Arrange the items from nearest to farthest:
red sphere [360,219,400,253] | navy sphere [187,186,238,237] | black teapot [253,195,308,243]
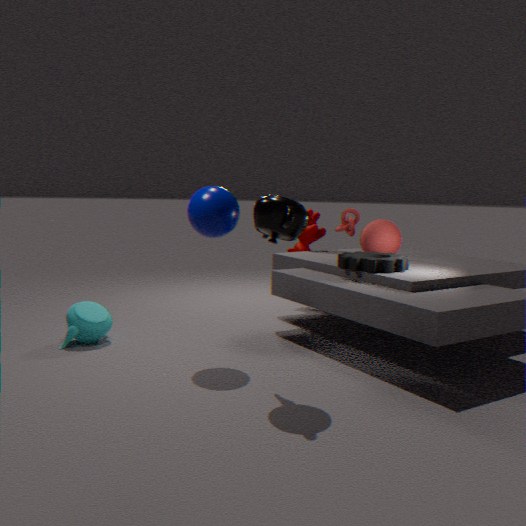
black teapot [253,195,308,243], navy sphere [187,186,238,237], red sphere [360,219,400,253]
